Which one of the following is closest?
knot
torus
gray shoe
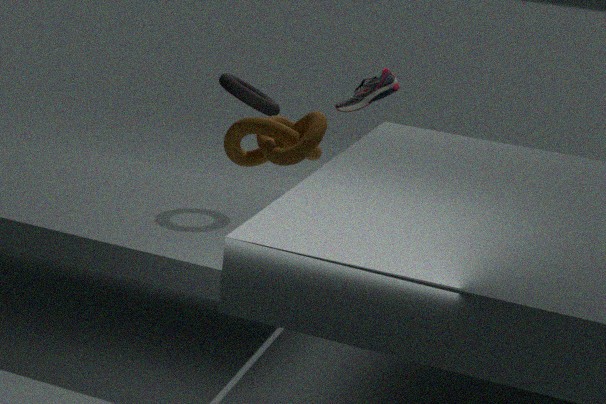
knot
